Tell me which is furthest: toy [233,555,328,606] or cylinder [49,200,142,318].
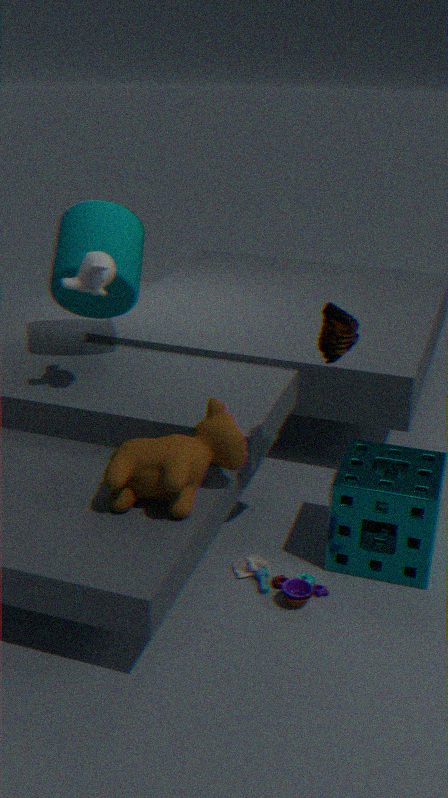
cylinder [49,200,142,318]
